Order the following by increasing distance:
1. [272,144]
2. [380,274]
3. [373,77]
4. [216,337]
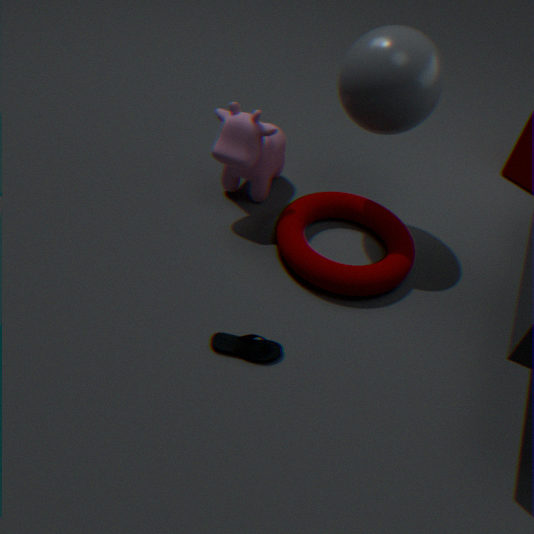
[216,337] < [373,77] < [380,274] < [272,144]
